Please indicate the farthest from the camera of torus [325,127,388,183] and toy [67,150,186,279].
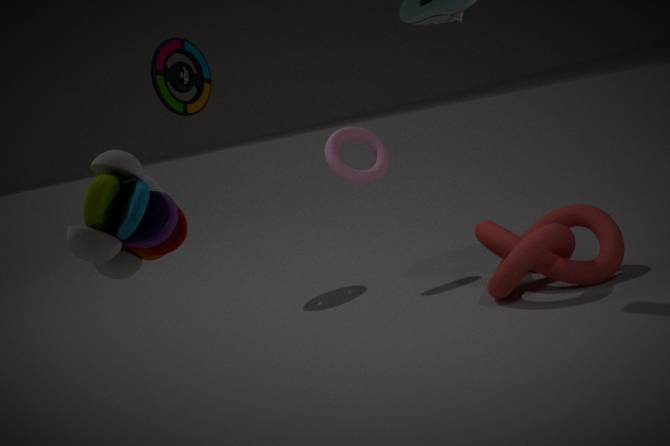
torus [325,127,388,183]
